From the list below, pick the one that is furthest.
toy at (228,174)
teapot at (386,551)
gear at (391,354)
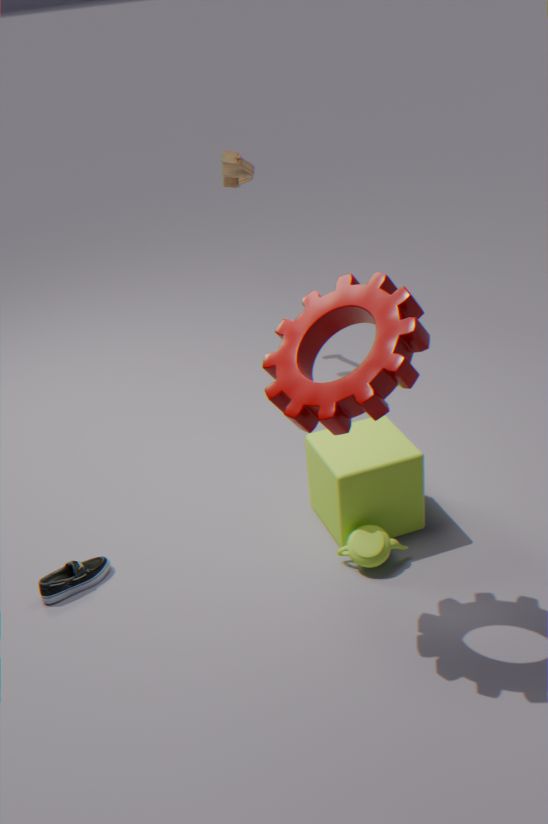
toy at (228,174)
